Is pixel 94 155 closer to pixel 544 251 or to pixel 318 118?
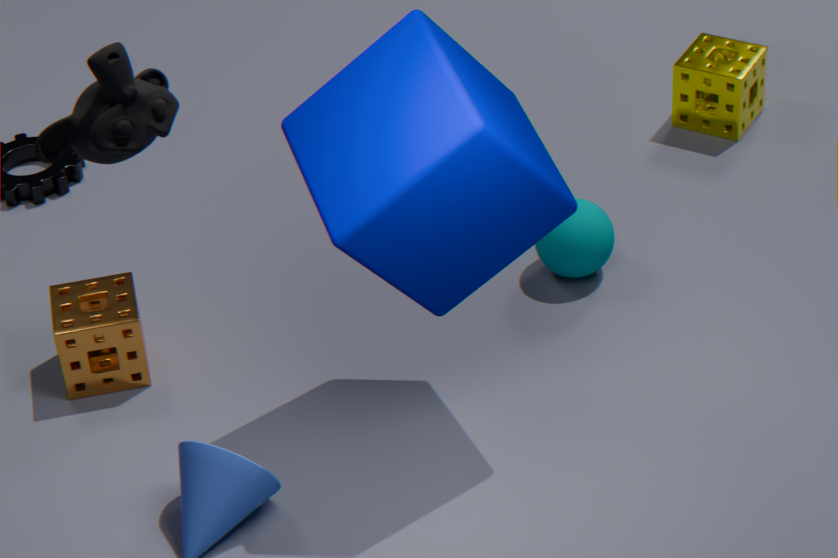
pixel 318 118
